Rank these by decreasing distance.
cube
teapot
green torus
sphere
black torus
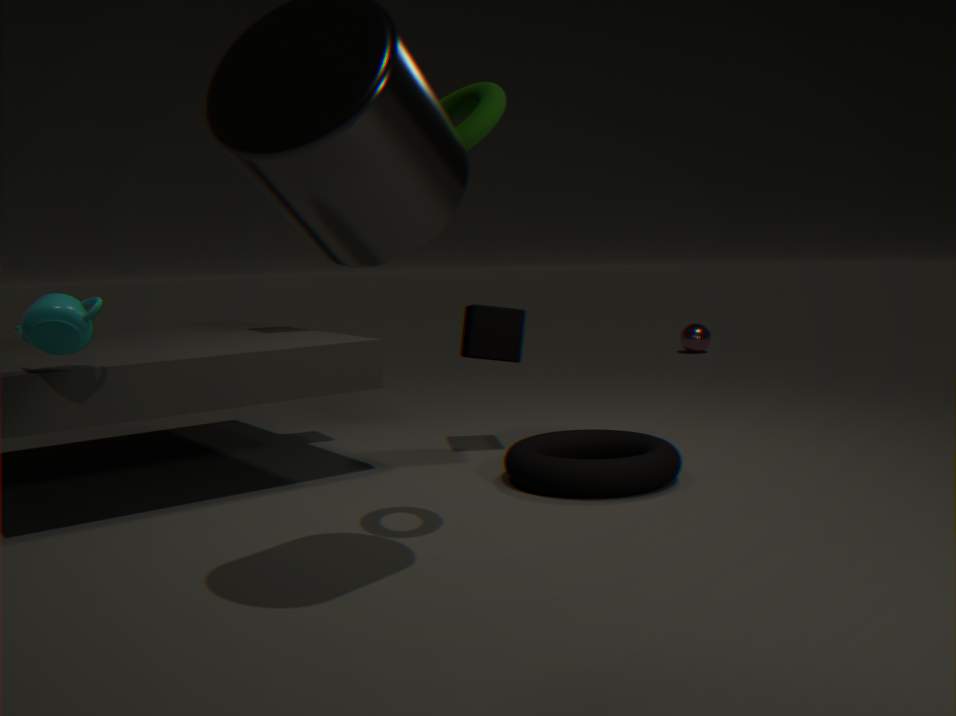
sphere, cube, black torus, teapot, green torus
